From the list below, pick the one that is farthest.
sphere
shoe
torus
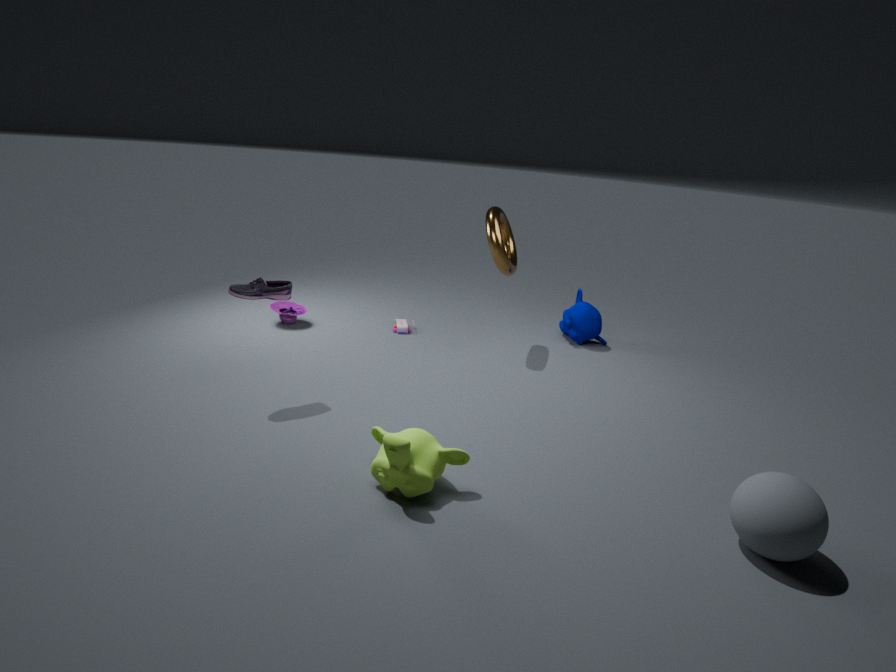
torus
